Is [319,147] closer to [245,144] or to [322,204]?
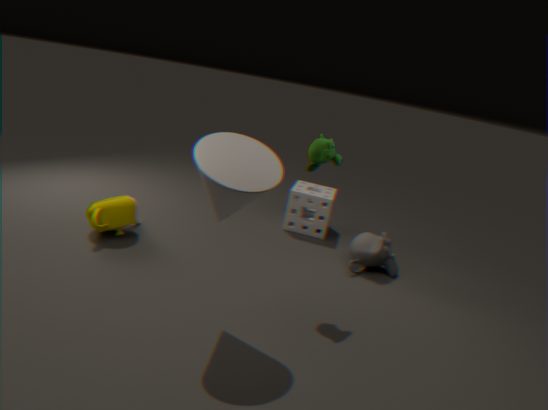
[245,144]
